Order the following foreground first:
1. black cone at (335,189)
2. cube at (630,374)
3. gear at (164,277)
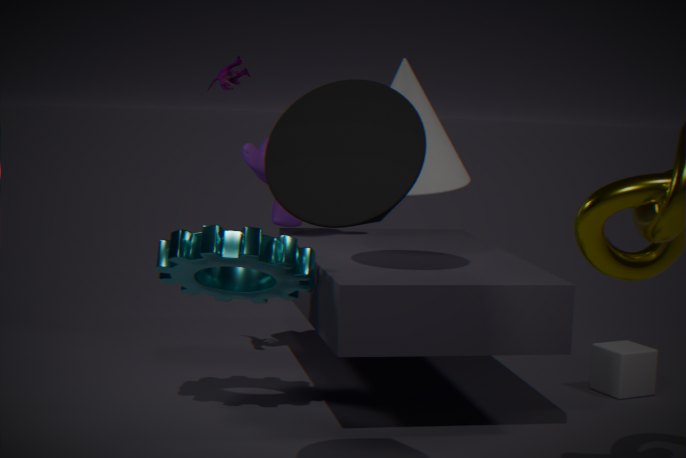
black cone at (335,189)
gear at (164,277)
cube at (630,374)
